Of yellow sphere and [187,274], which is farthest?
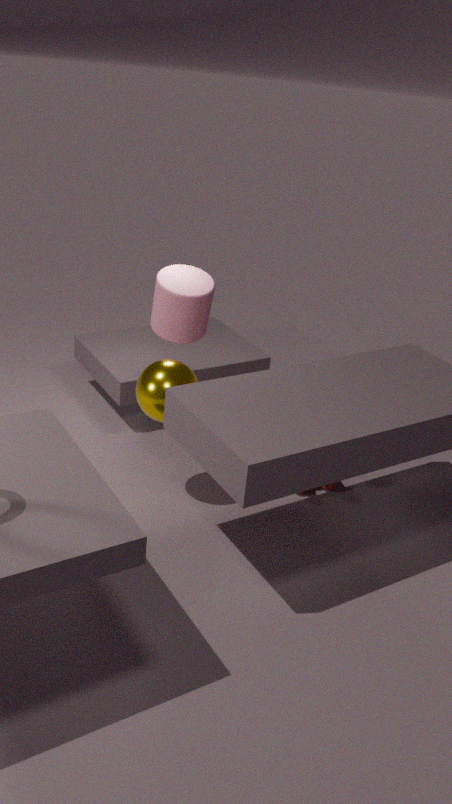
[187,274]
